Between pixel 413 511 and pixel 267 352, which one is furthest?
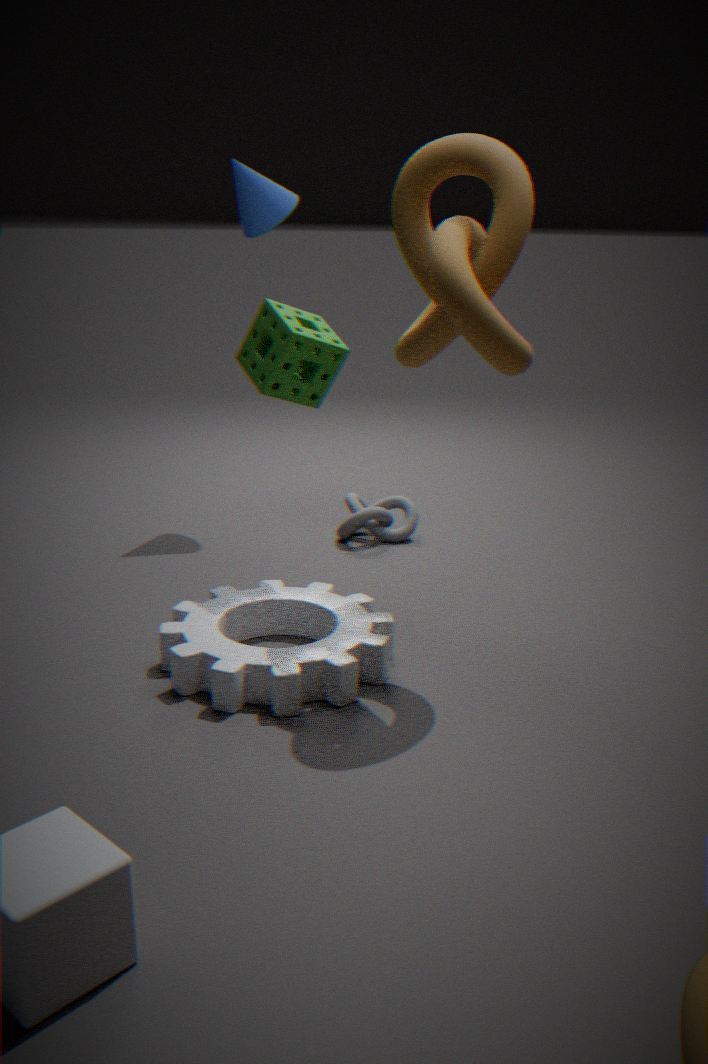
pixel 413 511
